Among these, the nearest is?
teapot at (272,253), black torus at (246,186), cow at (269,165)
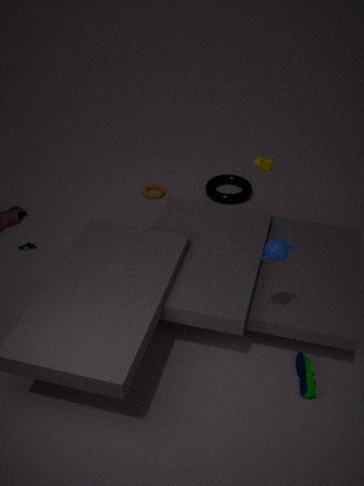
teapot at (272,253)
